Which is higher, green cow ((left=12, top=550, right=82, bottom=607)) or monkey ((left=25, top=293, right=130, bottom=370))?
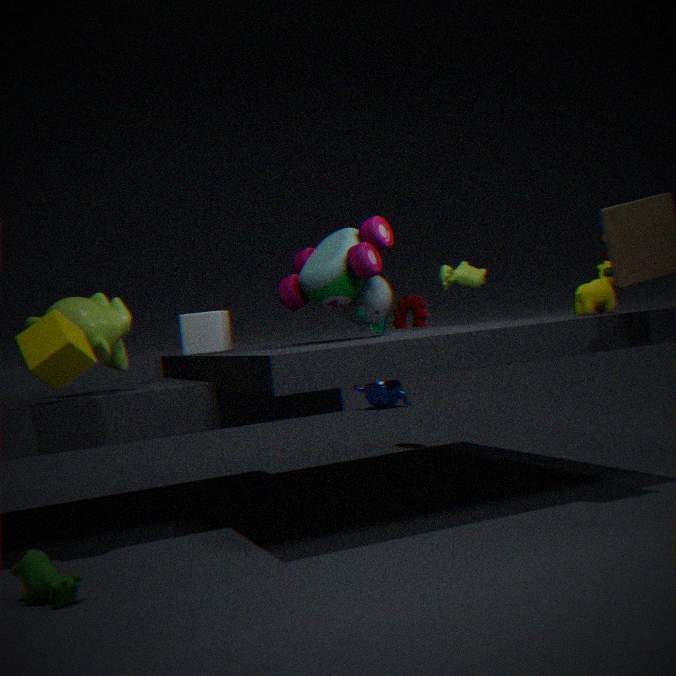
monkey ((left=25, top=293, right=130, bottom=370))
